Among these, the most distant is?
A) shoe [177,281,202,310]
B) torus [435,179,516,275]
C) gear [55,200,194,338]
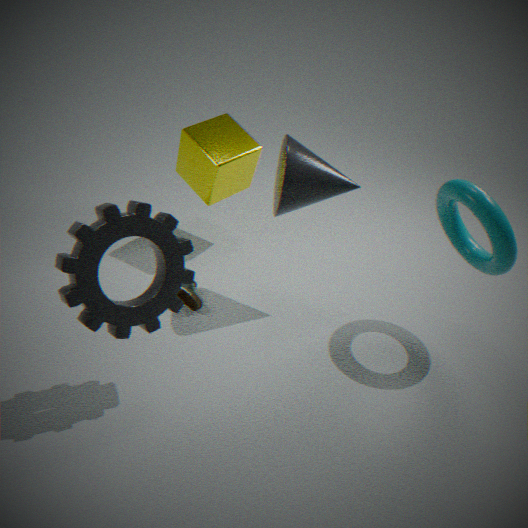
shoe [177,281,202,310]
